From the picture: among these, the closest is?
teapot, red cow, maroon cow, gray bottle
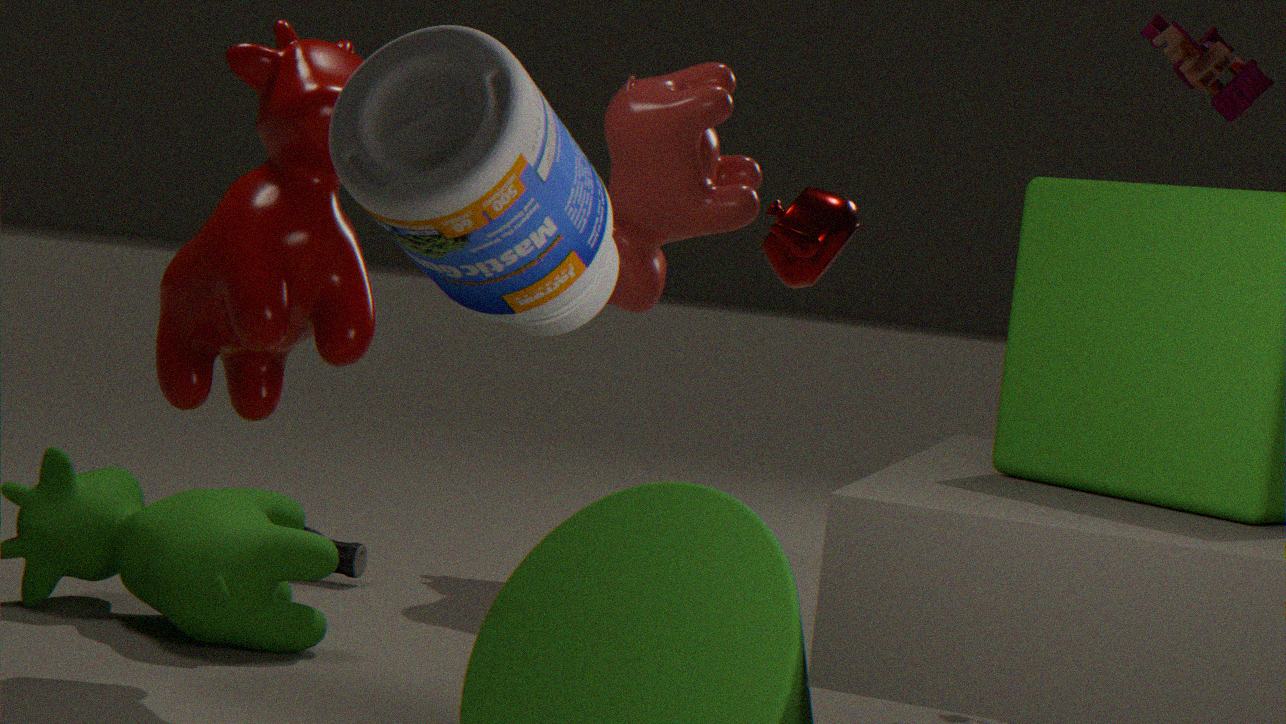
gray bottle
